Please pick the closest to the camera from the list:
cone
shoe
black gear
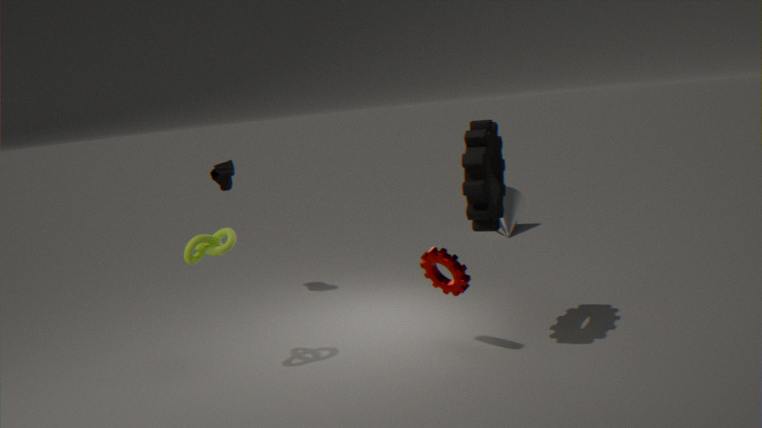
black gear
